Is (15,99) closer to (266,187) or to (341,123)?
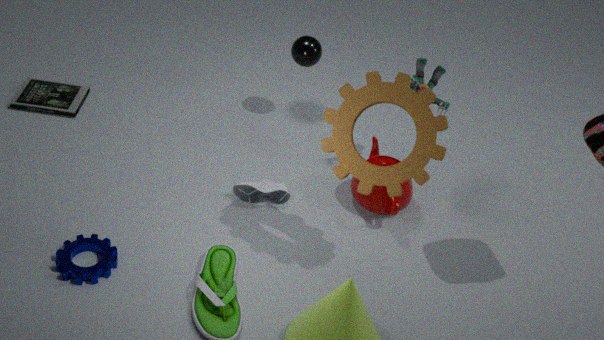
(266,187)
